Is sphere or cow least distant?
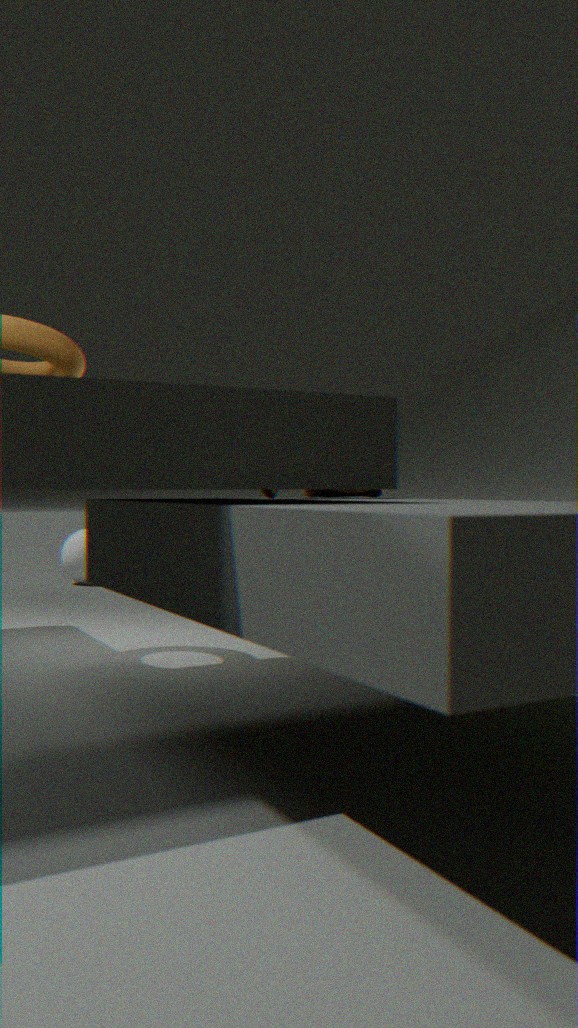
cow
